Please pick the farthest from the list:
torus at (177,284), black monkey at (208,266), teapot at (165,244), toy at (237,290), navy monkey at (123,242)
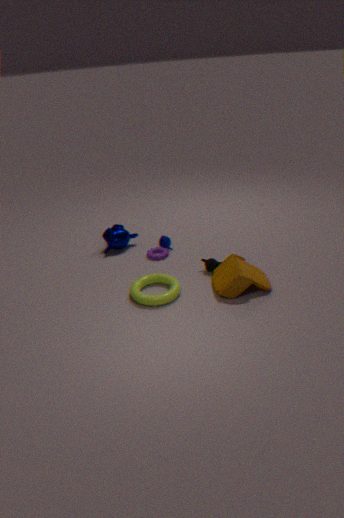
navy monkey at (123,242)
